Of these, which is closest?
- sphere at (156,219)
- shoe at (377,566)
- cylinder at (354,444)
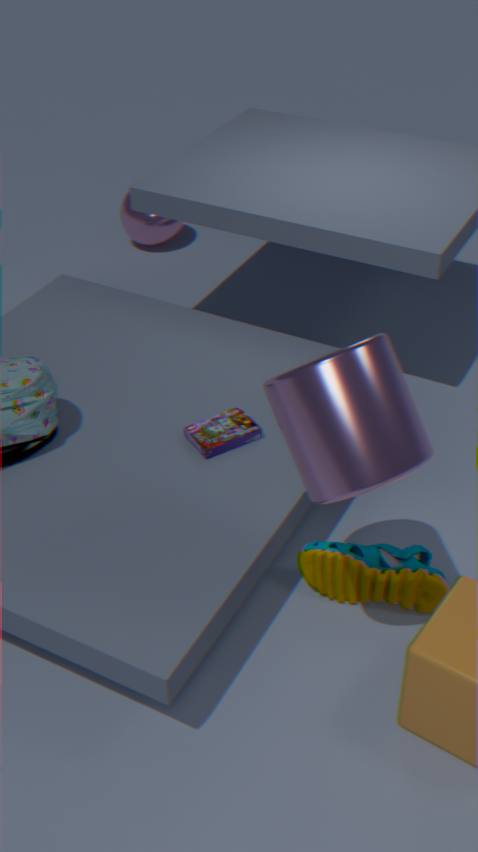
cylinder at (354,444)
